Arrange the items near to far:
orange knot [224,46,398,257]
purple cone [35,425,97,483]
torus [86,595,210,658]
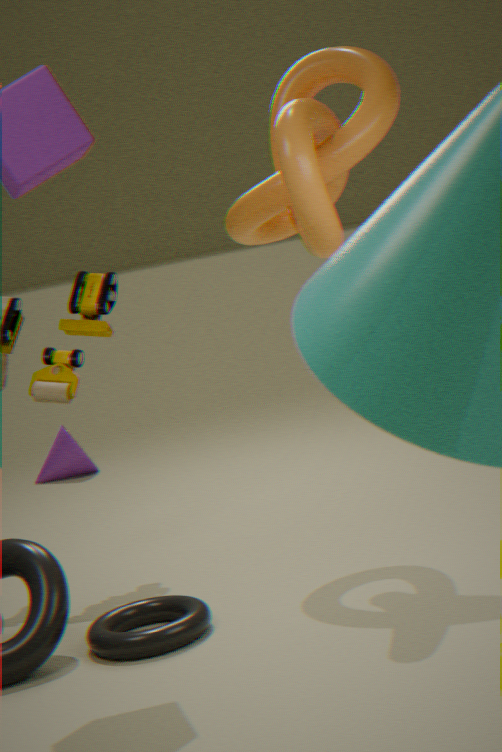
1. torus [86,595,210,658]
2. orange knot [224,46,398,257]
3. purple cone [35,425,97,483]
